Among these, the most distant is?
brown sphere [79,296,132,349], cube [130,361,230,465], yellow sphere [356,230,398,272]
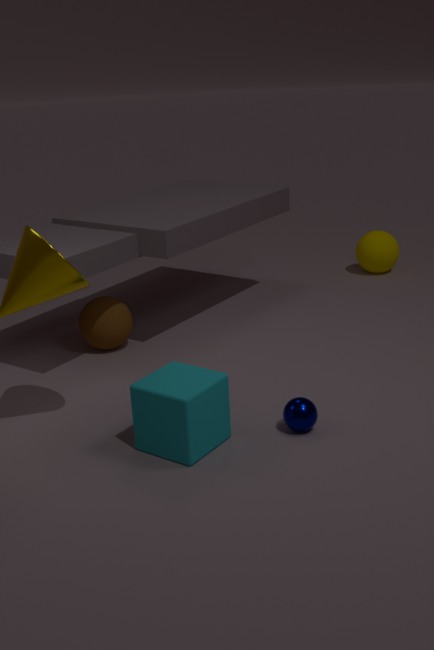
yellow sphere [356,230,398,272]
